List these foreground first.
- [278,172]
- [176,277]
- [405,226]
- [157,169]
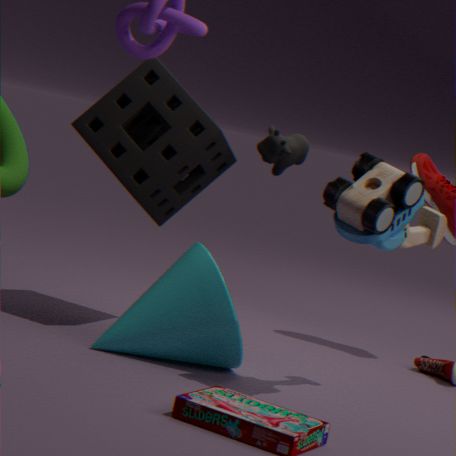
[405,226] → [176,277] → [157,169] → [278,172]
